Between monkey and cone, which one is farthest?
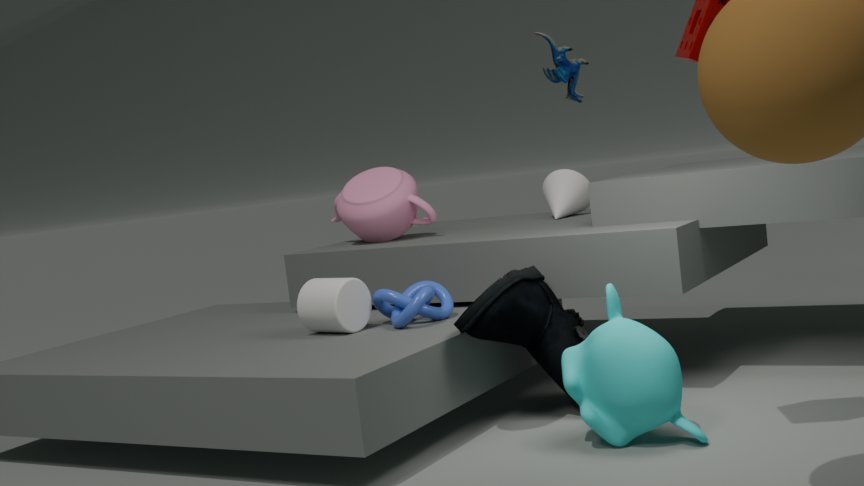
cone
